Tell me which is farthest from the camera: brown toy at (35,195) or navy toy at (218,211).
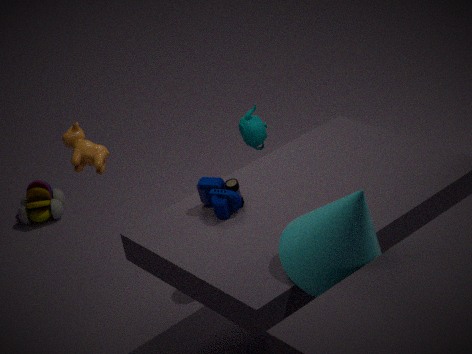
brown toy at (35,195)
